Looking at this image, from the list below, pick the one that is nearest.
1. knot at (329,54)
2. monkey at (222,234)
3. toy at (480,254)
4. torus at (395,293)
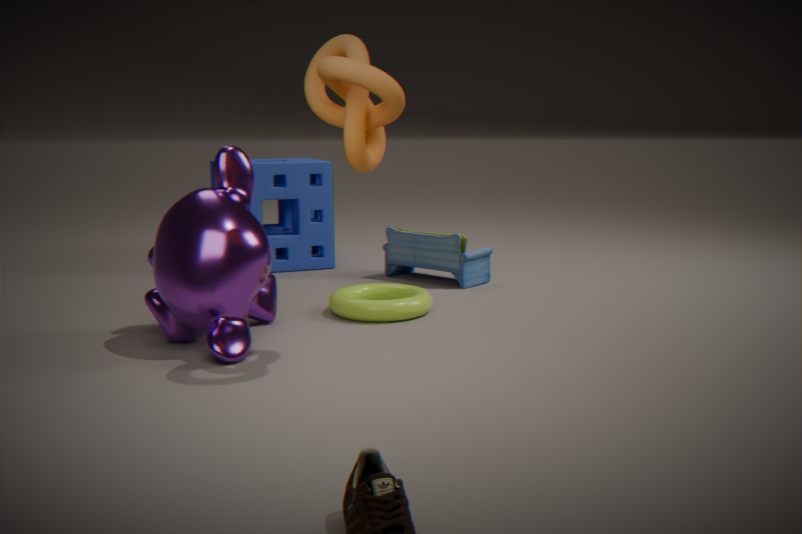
knot at (329,54)
